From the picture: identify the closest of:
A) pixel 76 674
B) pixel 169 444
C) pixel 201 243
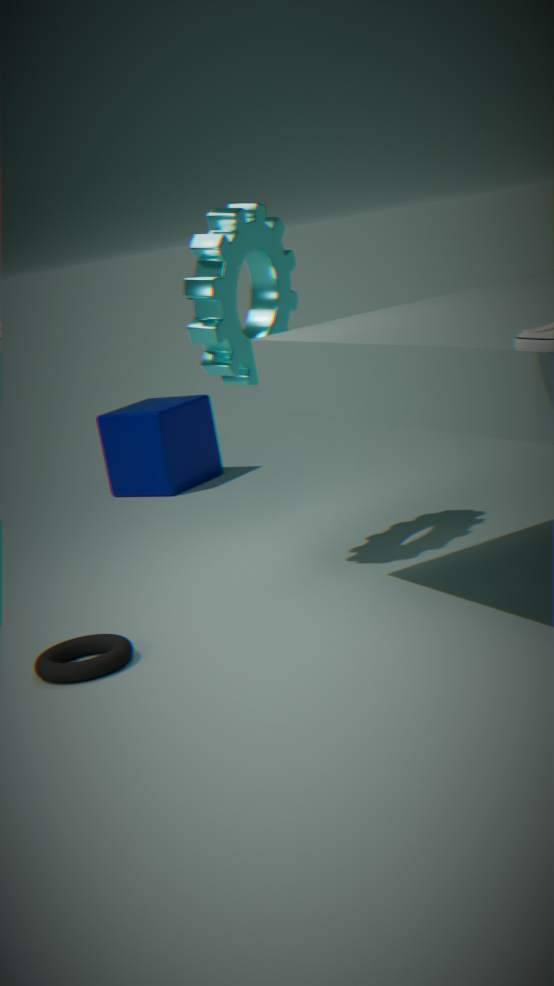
A. pixel 76 674
